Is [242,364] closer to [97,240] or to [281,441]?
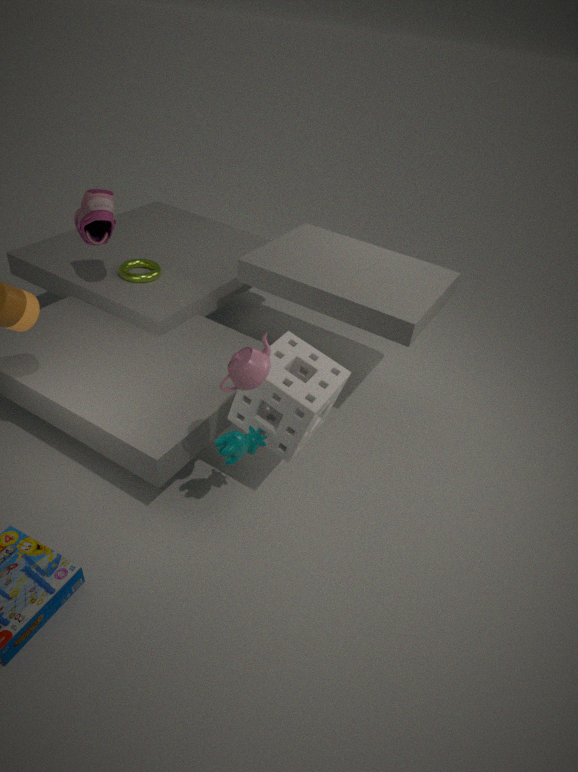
[281,441]
